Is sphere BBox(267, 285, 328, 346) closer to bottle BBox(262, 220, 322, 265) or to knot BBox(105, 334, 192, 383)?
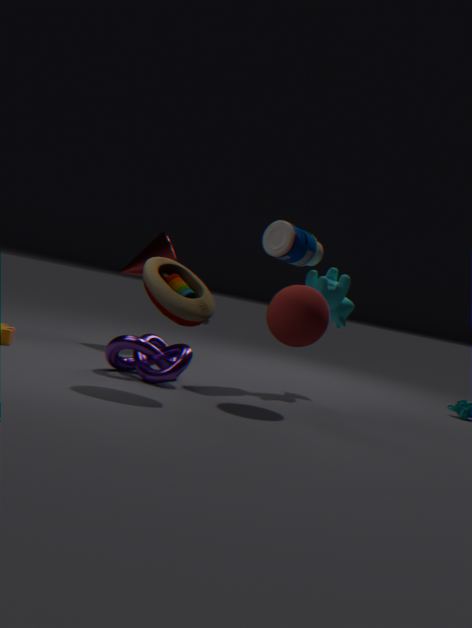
bottle BBox(262, 220, 322, 265)
